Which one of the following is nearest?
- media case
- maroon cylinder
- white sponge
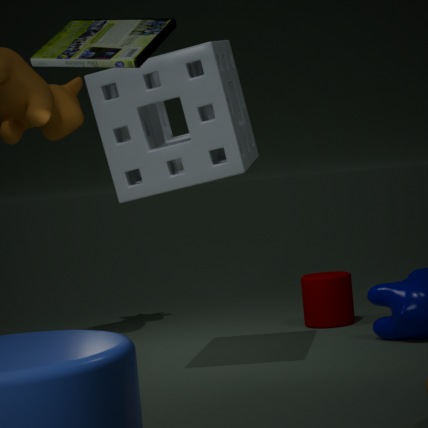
media case
